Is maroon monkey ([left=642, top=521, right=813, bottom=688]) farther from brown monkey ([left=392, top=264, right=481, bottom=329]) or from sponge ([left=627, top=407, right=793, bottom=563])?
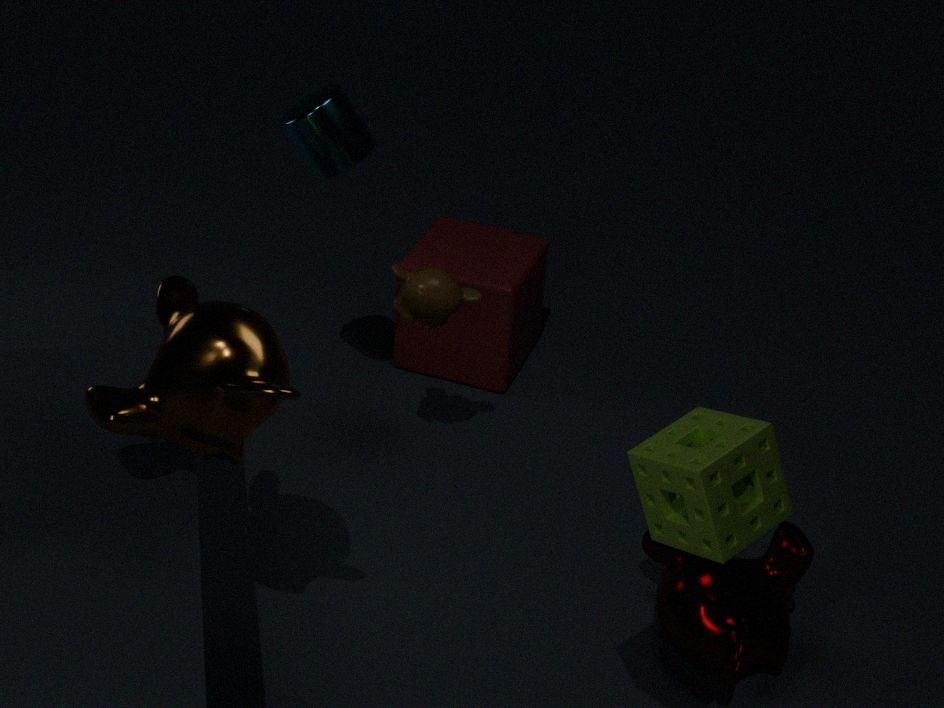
brown monkey ([left=392, top=264, right=481, bottom=329])
